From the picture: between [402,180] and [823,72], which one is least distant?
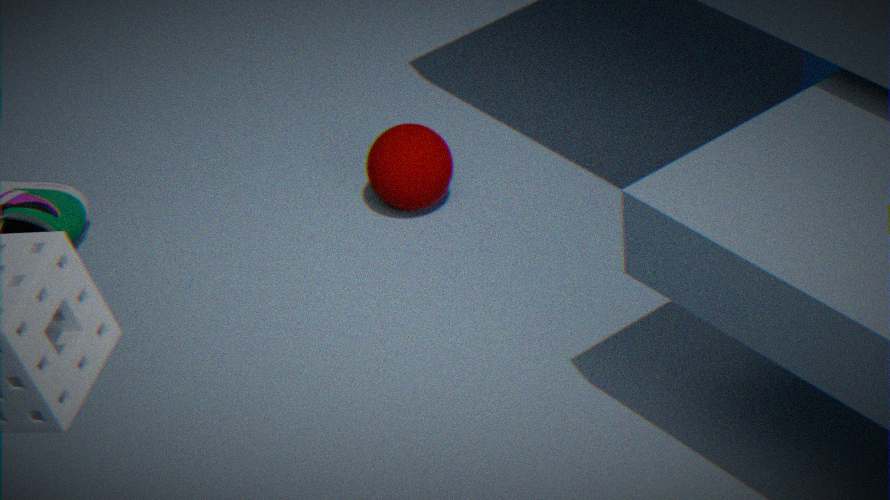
[402,180]
